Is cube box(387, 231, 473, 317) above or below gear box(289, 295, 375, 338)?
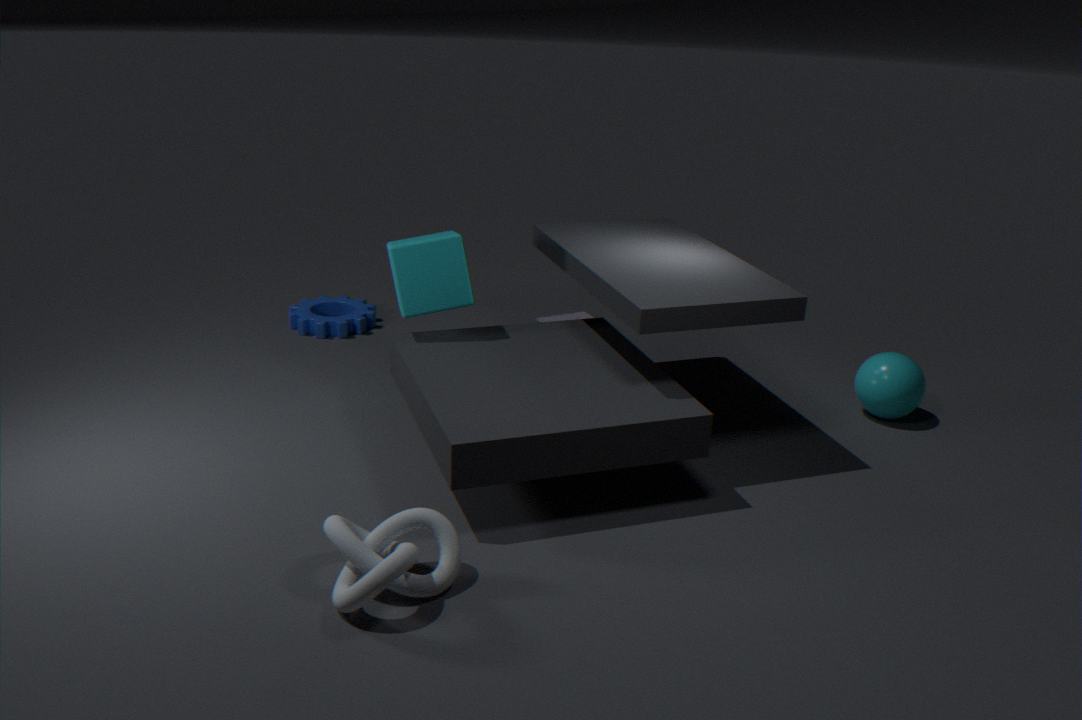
above
